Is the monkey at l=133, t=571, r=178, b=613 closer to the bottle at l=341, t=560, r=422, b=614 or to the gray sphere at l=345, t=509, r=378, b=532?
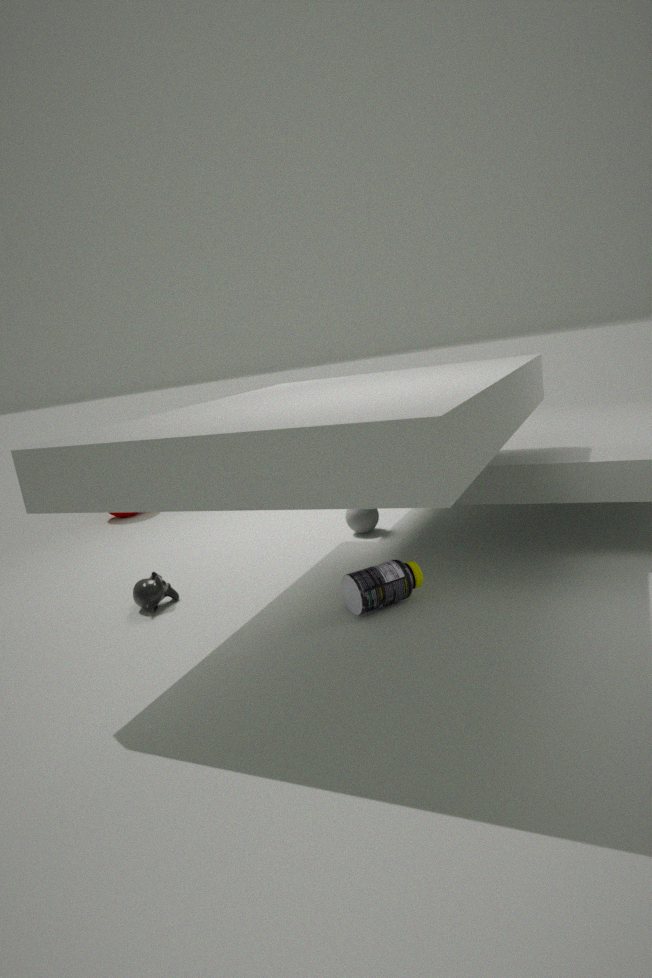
the bottle at l=341, t=560, r=422, b=614
